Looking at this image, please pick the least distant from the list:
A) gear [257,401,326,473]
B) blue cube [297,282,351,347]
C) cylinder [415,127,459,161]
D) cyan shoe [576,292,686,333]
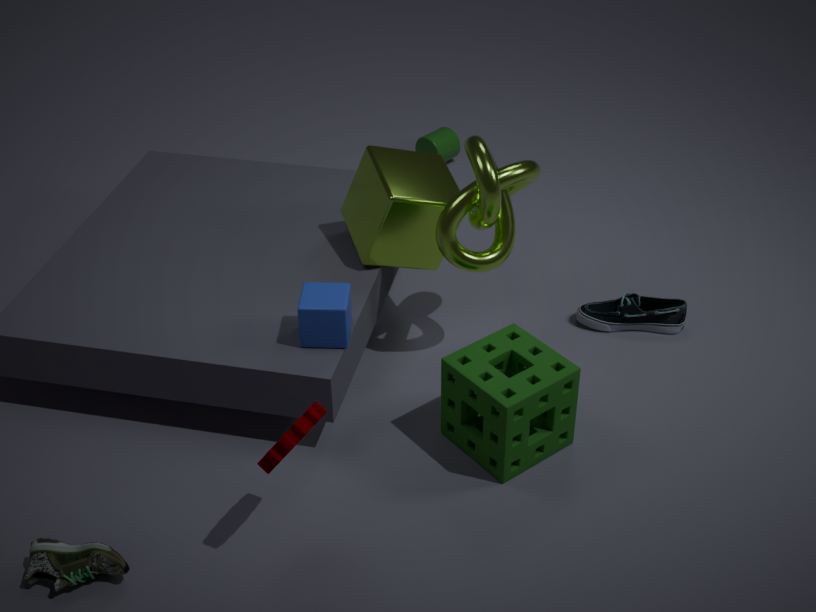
gear [257,401,326,473]
